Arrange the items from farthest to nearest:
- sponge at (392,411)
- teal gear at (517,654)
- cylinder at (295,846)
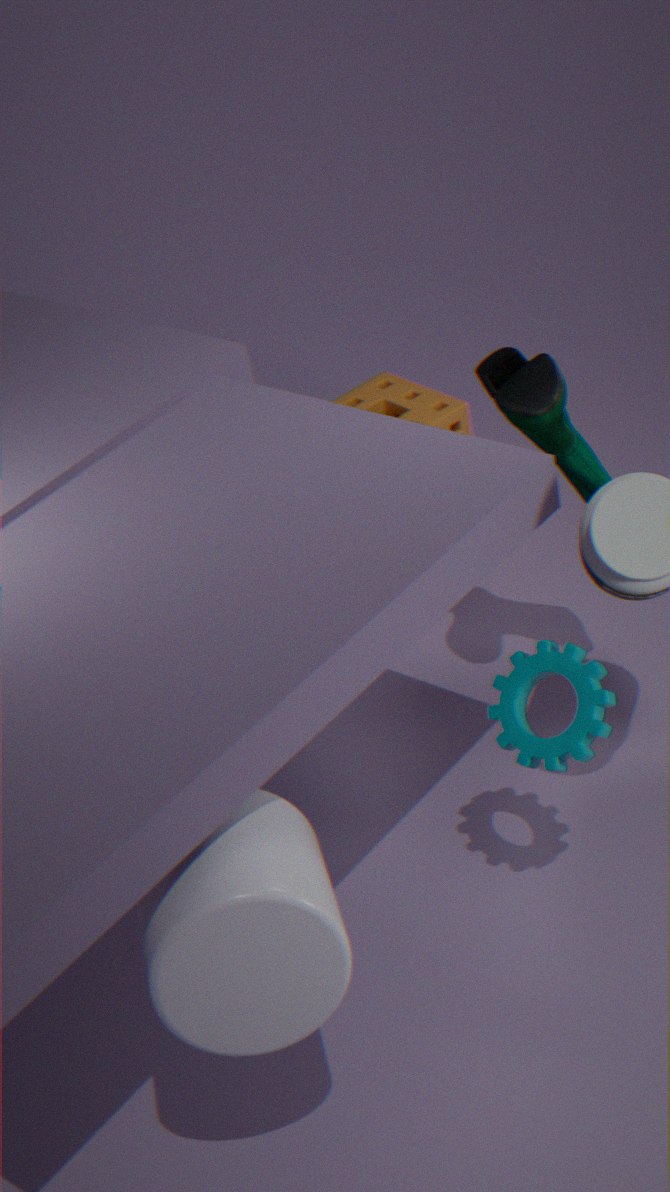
sponge at (392,411), teal gear at (517,654), cylinder at (295,846)
